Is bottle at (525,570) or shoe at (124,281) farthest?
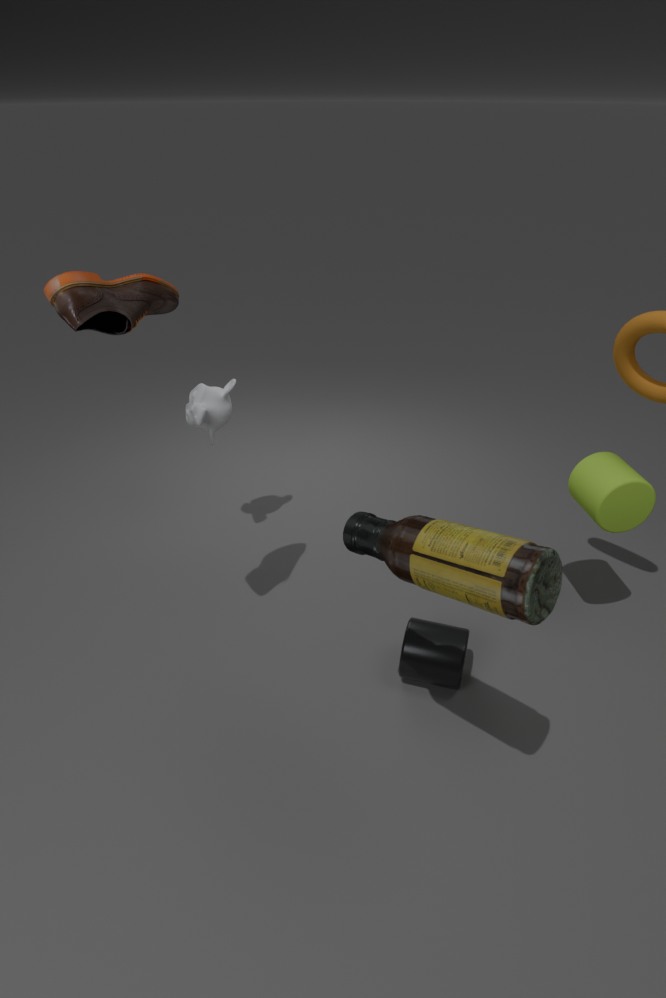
shoe at (124,281)
